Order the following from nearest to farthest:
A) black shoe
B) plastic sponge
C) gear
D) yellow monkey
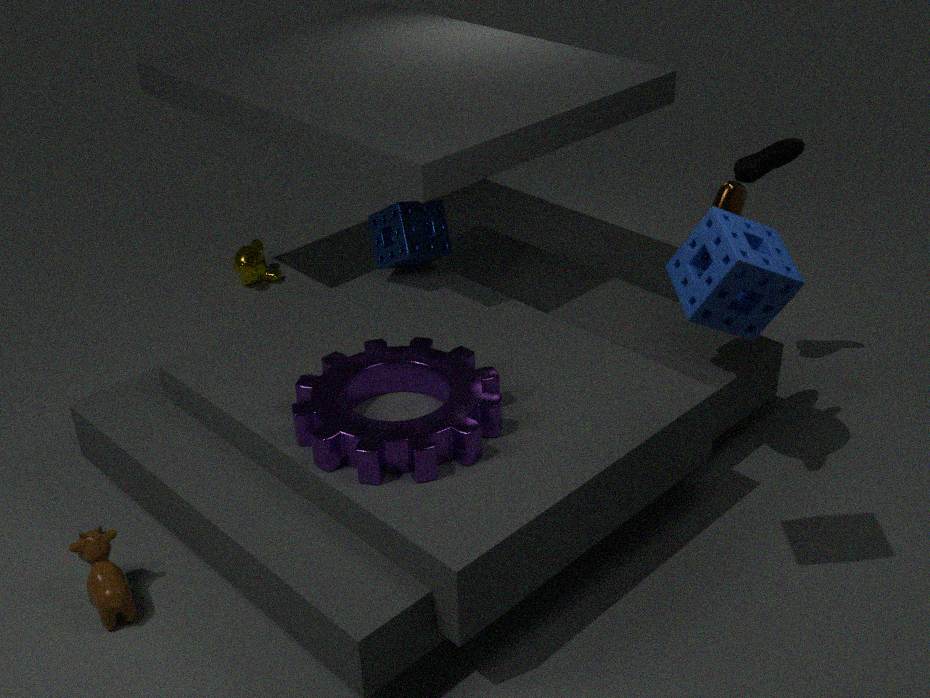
1. plastic sponge
2. gear
3. black shoe
4. yellow monkey
